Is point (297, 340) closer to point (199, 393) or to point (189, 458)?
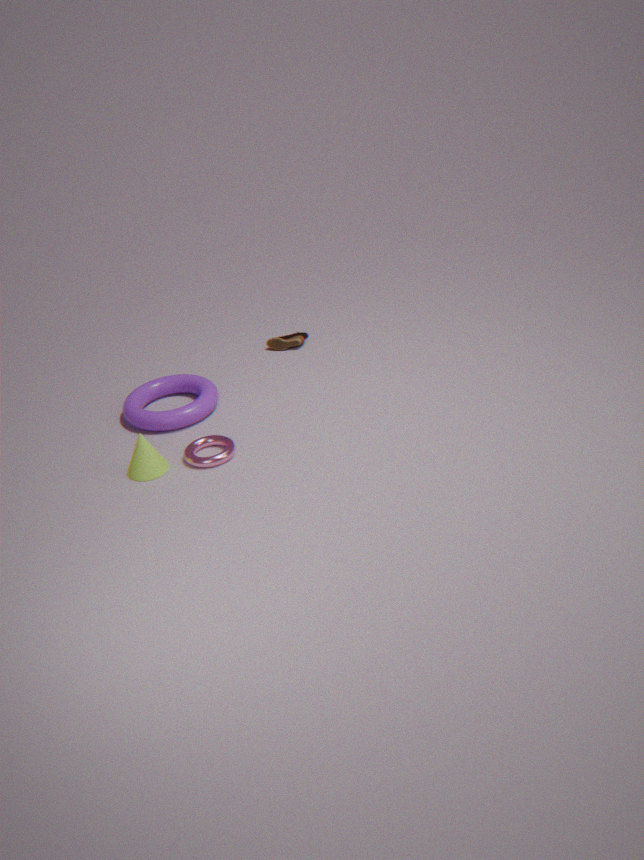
point (199, 393)
